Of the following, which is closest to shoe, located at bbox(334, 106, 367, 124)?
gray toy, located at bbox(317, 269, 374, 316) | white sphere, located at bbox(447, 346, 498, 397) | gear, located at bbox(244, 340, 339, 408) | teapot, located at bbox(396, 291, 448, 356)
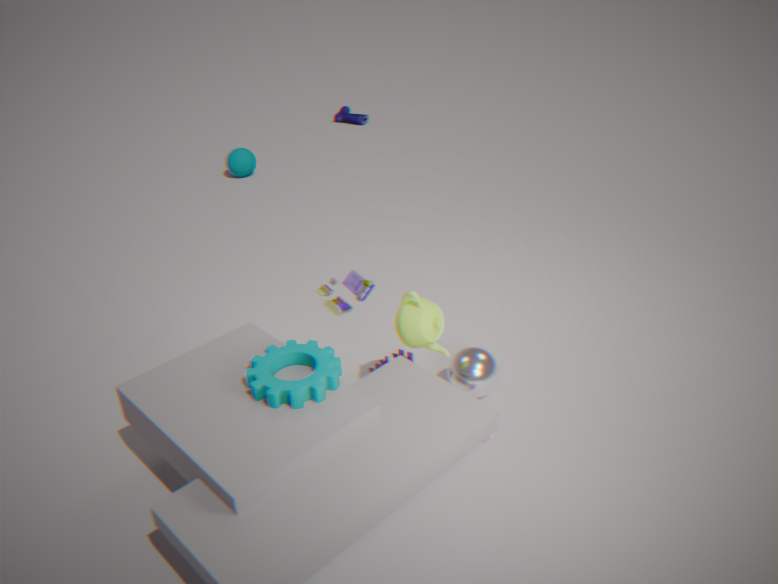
white sphere, located at bbox(447, 346, 498, 397)
